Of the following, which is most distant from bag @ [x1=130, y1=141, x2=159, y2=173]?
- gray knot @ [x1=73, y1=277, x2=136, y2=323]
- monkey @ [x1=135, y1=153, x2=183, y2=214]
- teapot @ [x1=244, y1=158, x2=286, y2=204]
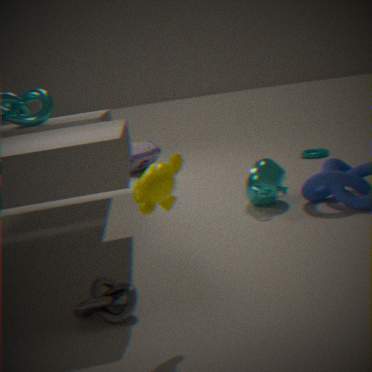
monkey @ [x1=135, y1=153, x2=183, y2=214]
